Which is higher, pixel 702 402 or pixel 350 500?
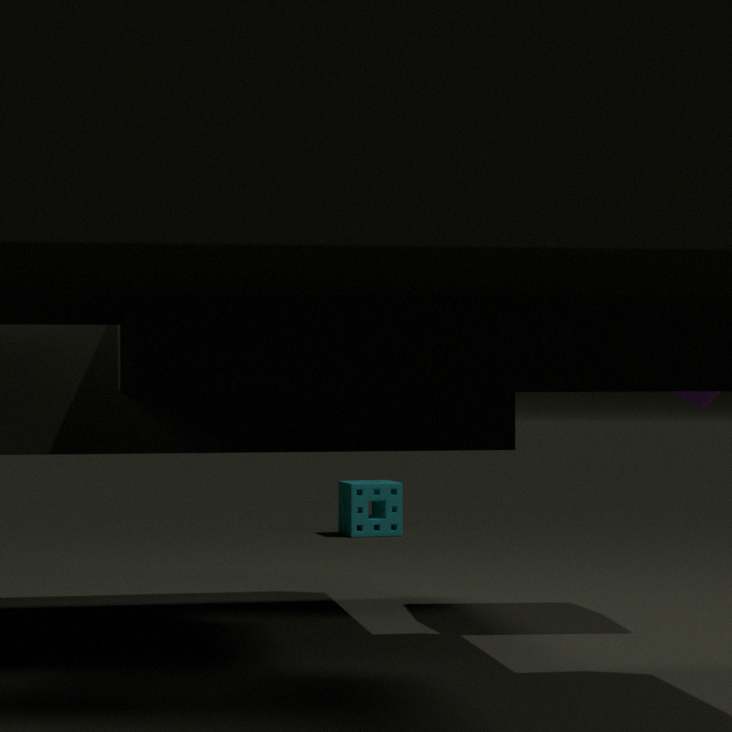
pixel 702 402
